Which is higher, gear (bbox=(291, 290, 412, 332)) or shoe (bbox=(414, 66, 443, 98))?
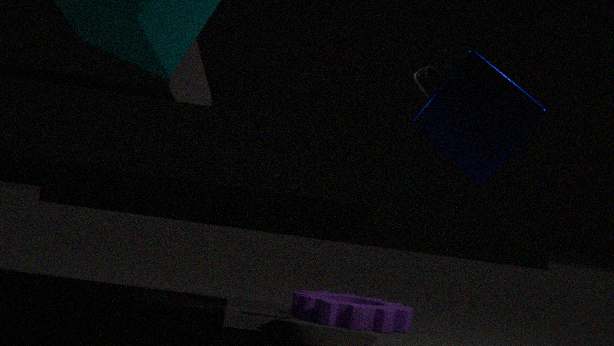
shoe (bbox=(414, 66, 443, 98))
